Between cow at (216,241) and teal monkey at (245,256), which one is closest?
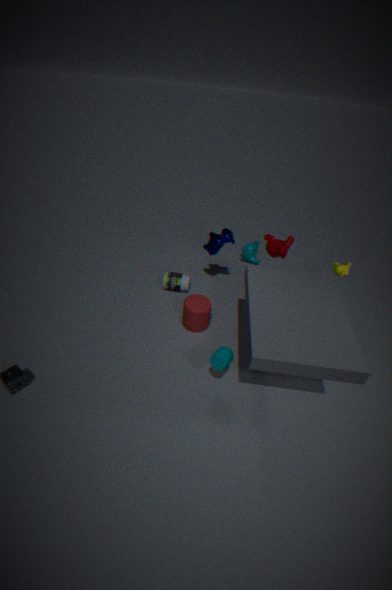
cow at (216,241)
